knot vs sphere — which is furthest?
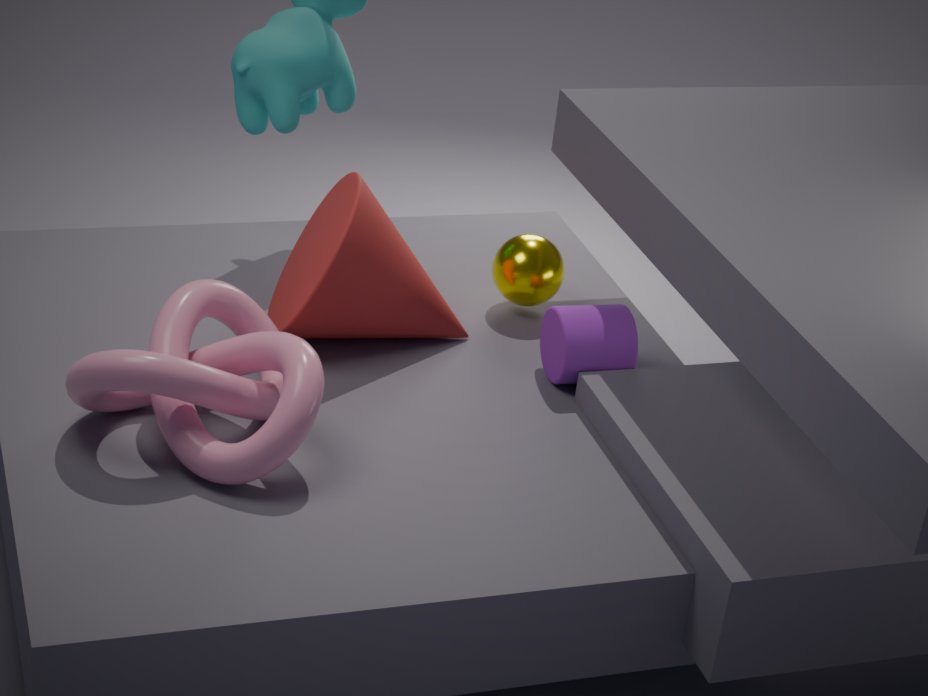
sphere
